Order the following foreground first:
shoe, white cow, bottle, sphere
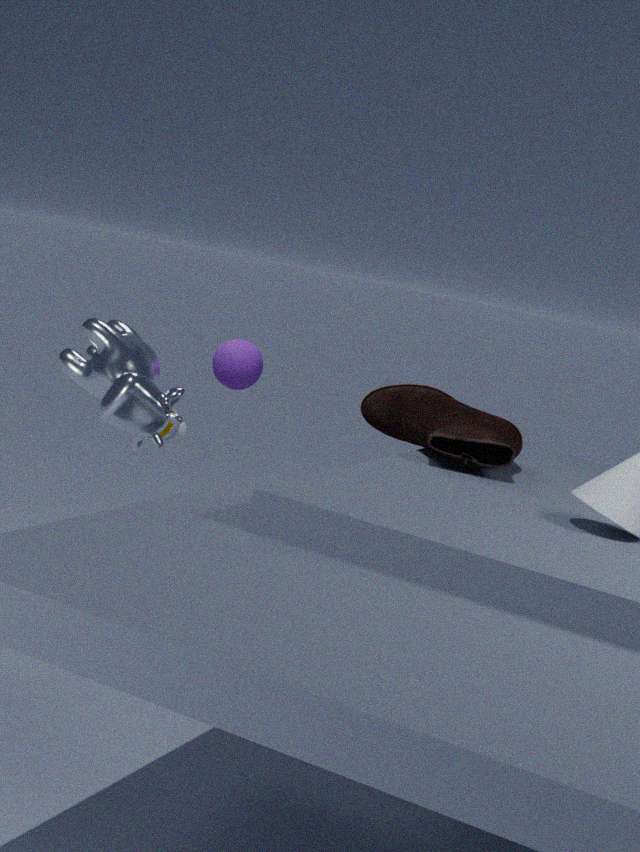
white cow
shoe
sphere
bottle
